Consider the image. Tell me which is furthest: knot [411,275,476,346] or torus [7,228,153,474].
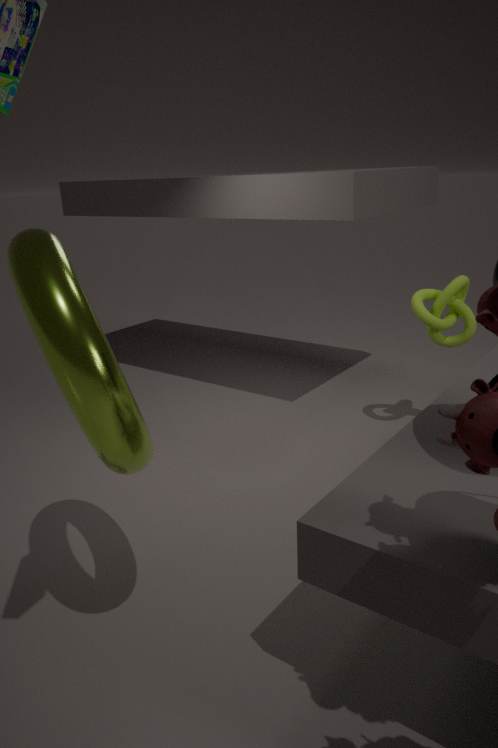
knot [411,275,476,346]
